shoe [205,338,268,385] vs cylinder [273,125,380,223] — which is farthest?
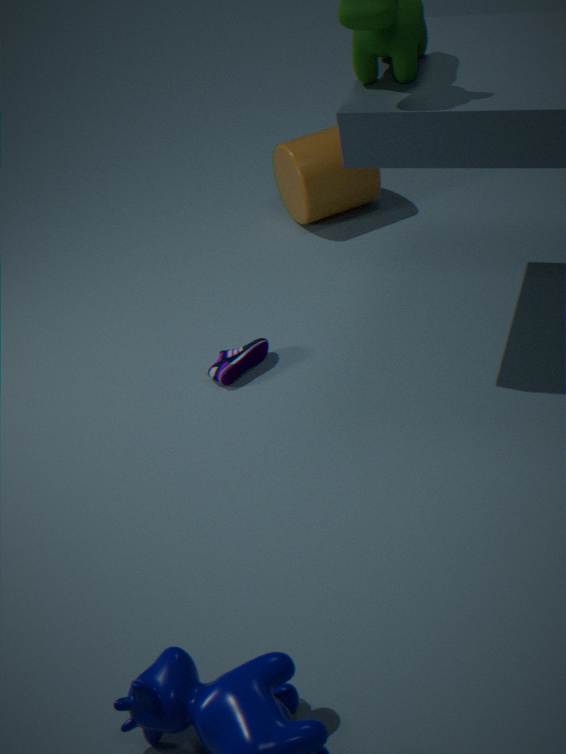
cylinder [273,125,380,223]
